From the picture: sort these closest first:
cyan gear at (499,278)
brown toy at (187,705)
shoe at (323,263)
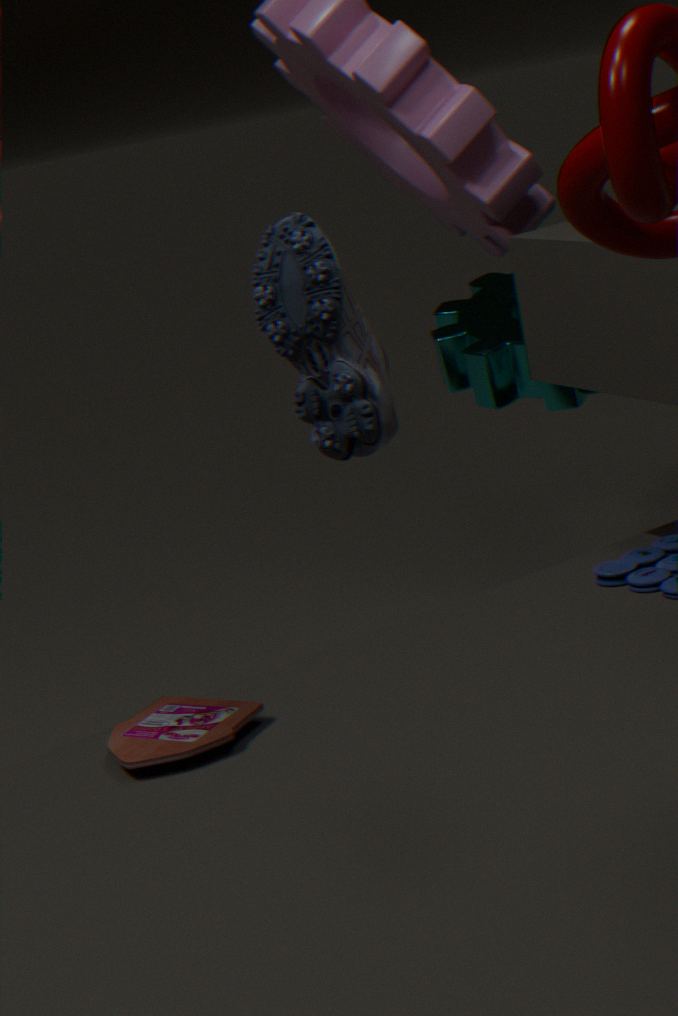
1. shoe at (323,263)
2. brown toy at (187,705)
3. cyan gear at (499,278)
